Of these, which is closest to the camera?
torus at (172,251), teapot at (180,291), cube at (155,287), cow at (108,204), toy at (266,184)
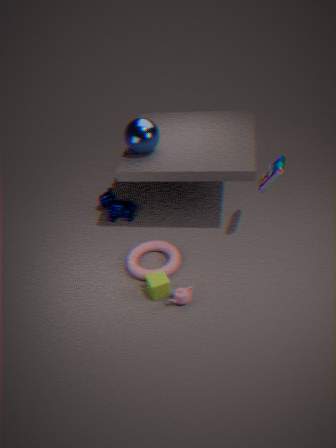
teapot at (180,291)
